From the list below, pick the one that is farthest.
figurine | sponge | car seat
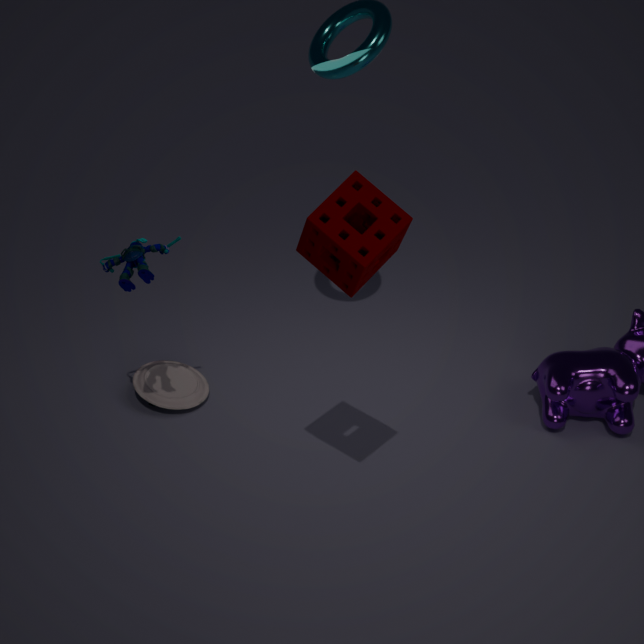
car seat
